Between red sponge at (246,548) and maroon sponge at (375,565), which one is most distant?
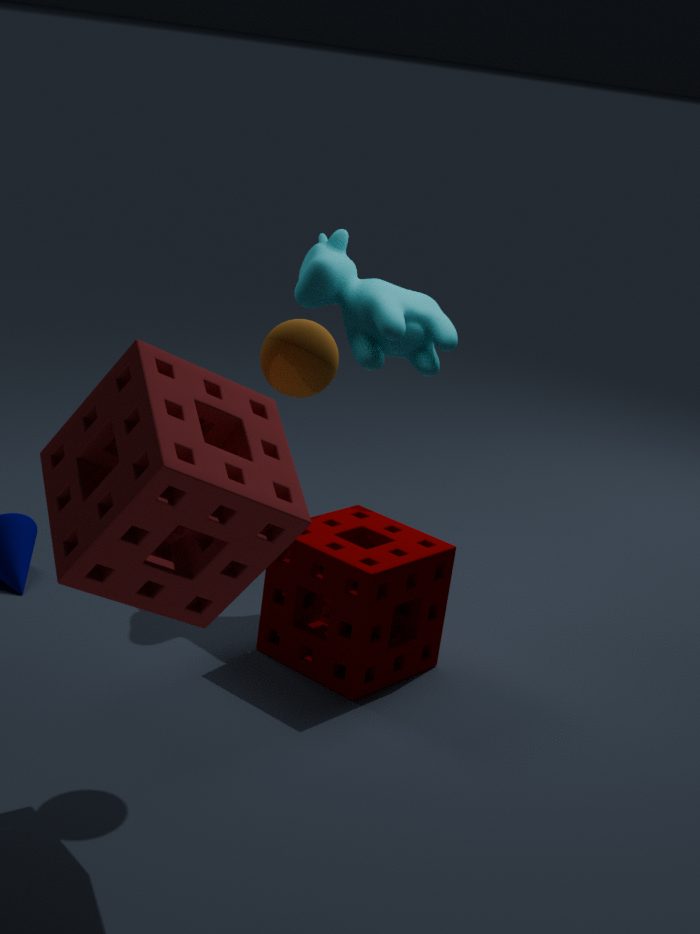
maroon sponge at (375,565)
